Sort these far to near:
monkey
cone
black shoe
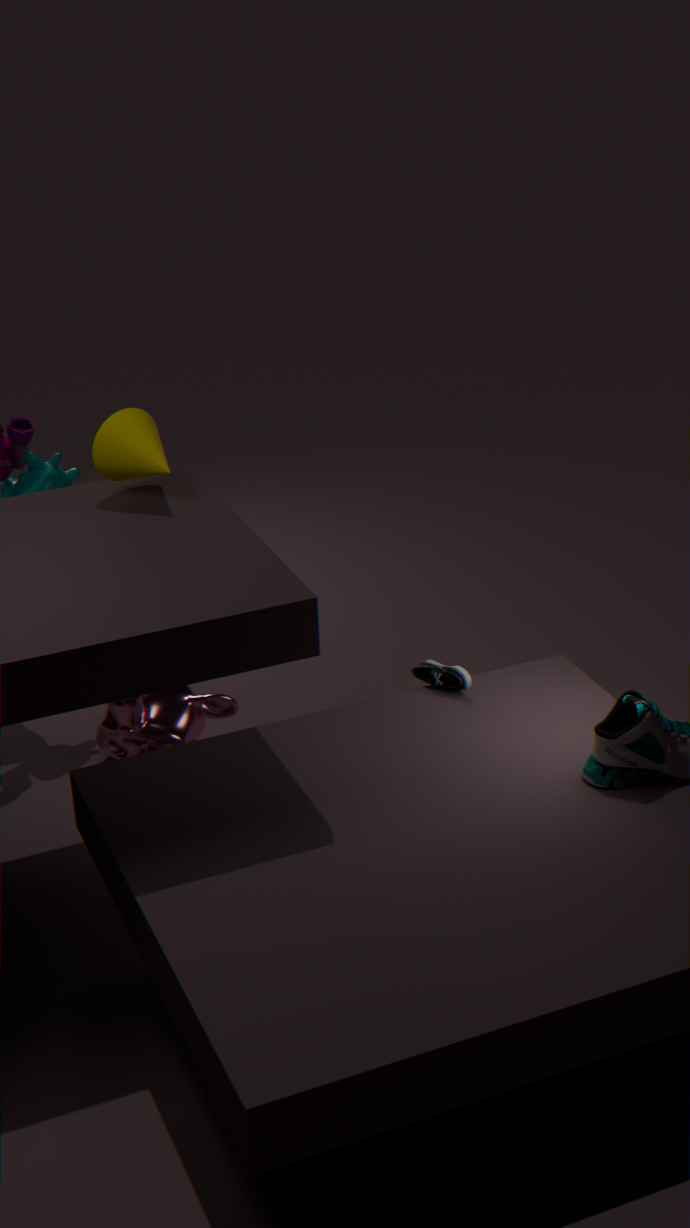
1. monkey
2. black shoe
3. cone
